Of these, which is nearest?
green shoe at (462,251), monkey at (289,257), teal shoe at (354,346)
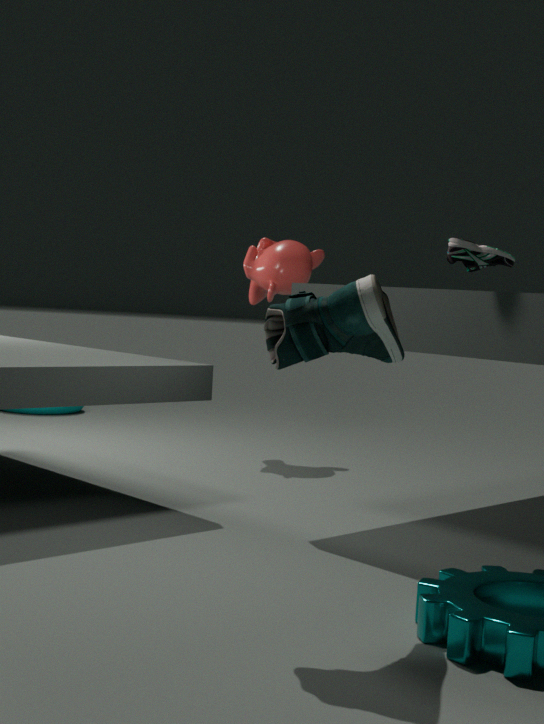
teal shoe at (354,346)
